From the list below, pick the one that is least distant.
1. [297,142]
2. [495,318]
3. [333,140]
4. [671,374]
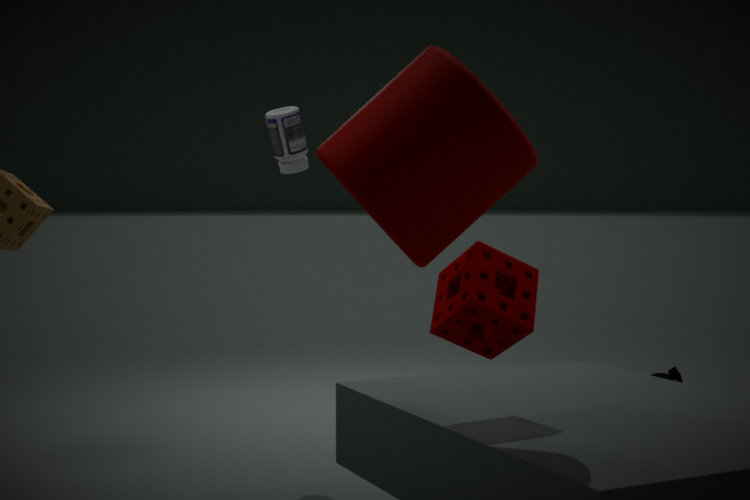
[333,140]
